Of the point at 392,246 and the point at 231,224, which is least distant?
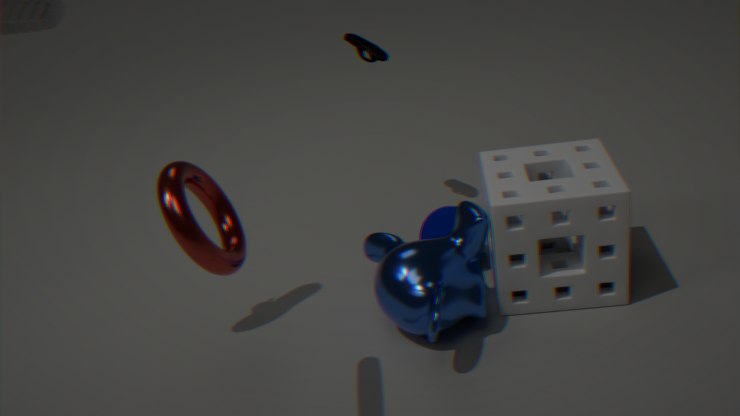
the point at 231,224
